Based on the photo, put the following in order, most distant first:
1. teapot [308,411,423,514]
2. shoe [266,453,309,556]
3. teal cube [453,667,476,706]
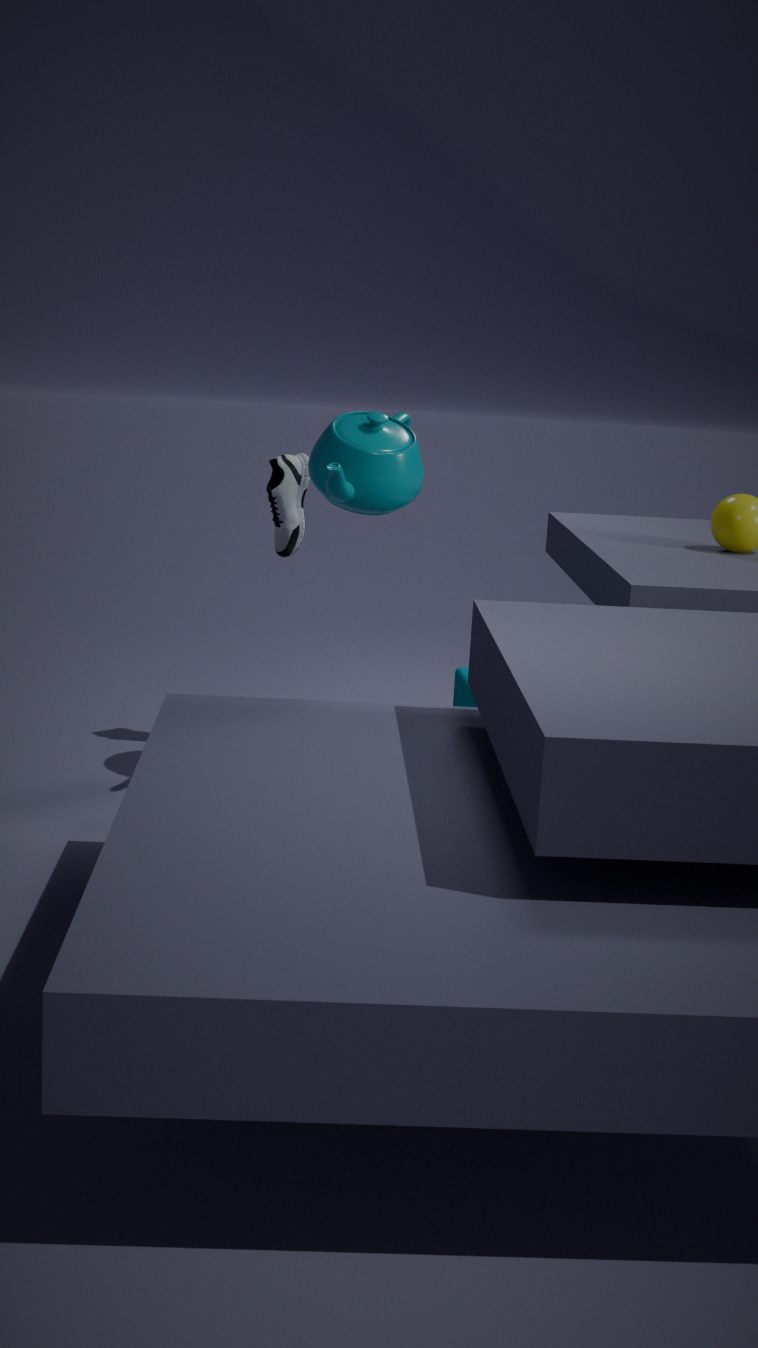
shoe [266,453,309,556] → teal cube [453,667,476,706] → teapot [308,411,423,514]
